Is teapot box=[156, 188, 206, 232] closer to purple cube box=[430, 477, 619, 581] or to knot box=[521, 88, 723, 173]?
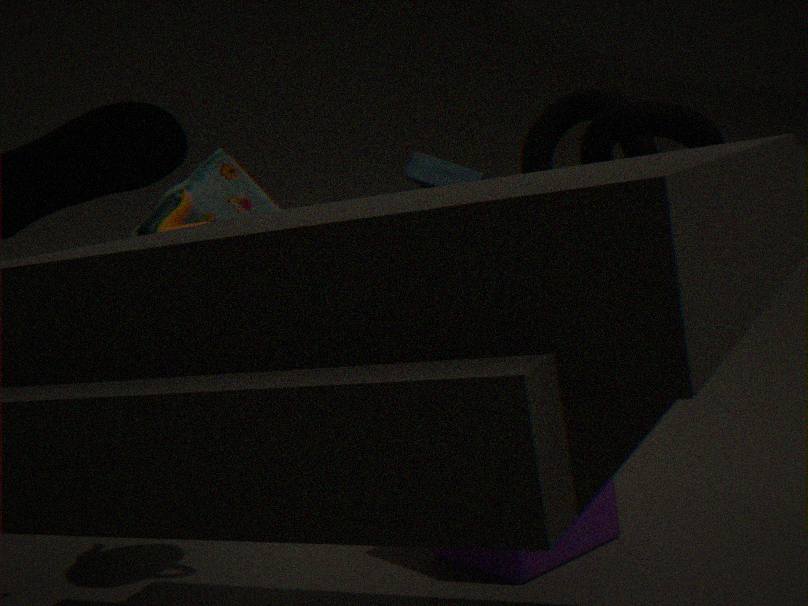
purple cube box=[430, 477, 619, 581]
